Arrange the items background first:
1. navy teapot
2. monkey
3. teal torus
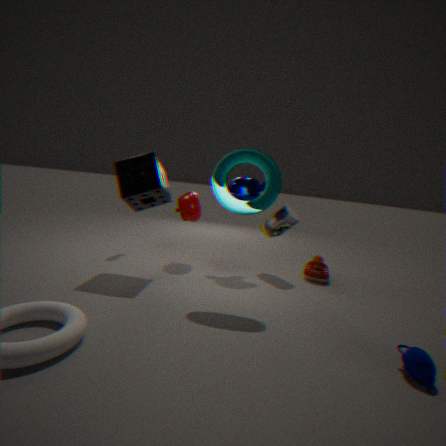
monkey
teal torus
navy teapot
